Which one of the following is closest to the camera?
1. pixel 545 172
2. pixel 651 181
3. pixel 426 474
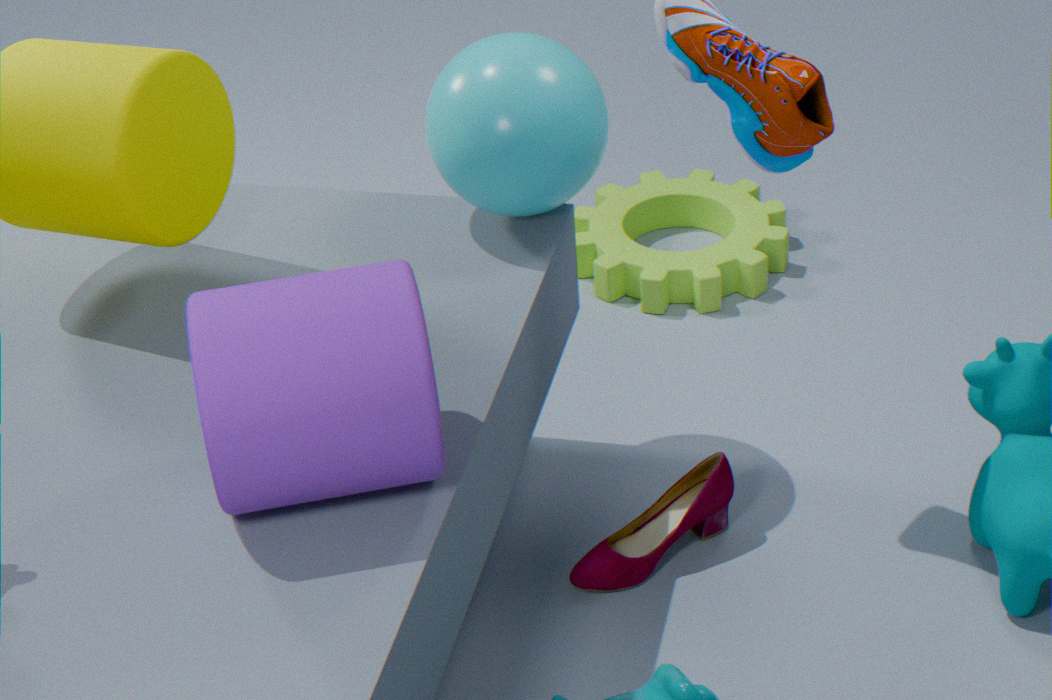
pixel 426 474
